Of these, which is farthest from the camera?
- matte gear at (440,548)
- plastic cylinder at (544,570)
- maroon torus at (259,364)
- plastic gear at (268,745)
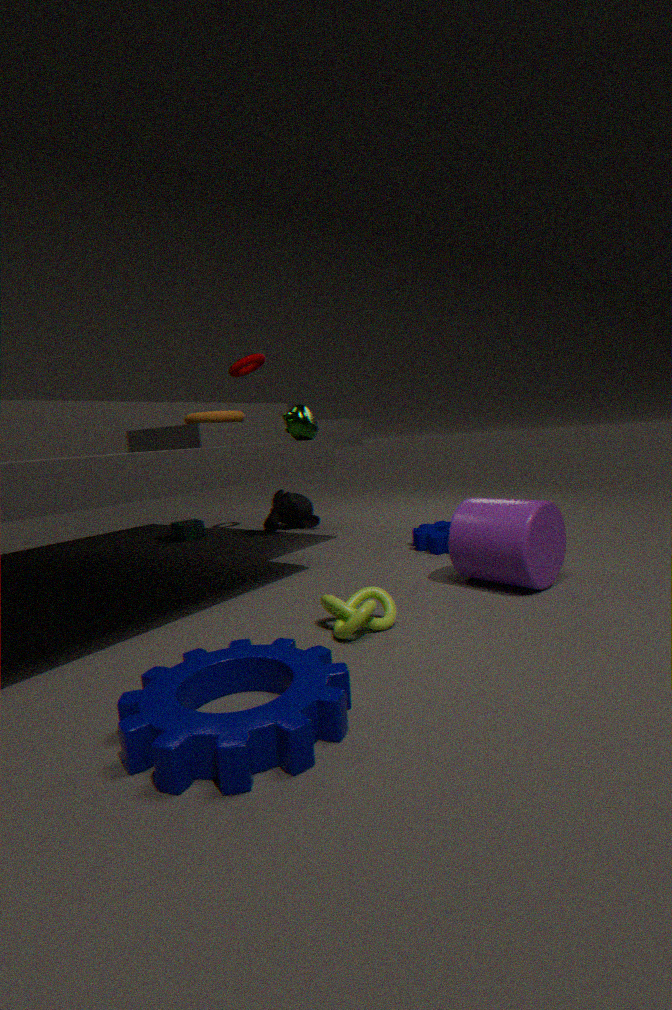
maroon torus at (259,364)
